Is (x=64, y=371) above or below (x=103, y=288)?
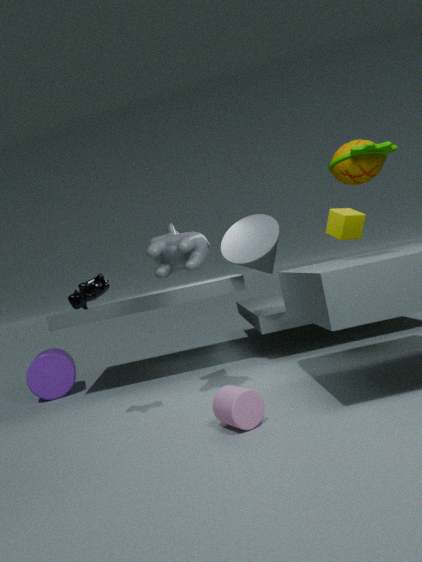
below
